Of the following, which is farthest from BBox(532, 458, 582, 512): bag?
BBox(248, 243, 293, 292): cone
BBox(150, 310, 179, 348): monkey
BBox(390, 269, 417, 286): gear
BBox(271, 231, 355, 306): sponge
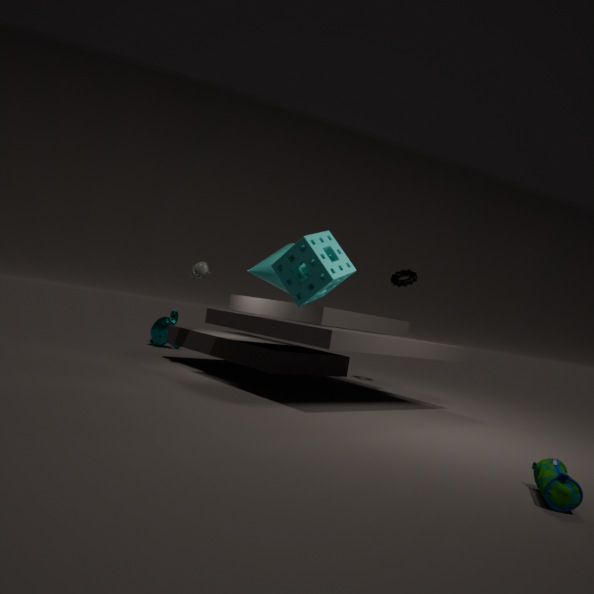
BBox(150, 310, 179, 348): monkey
